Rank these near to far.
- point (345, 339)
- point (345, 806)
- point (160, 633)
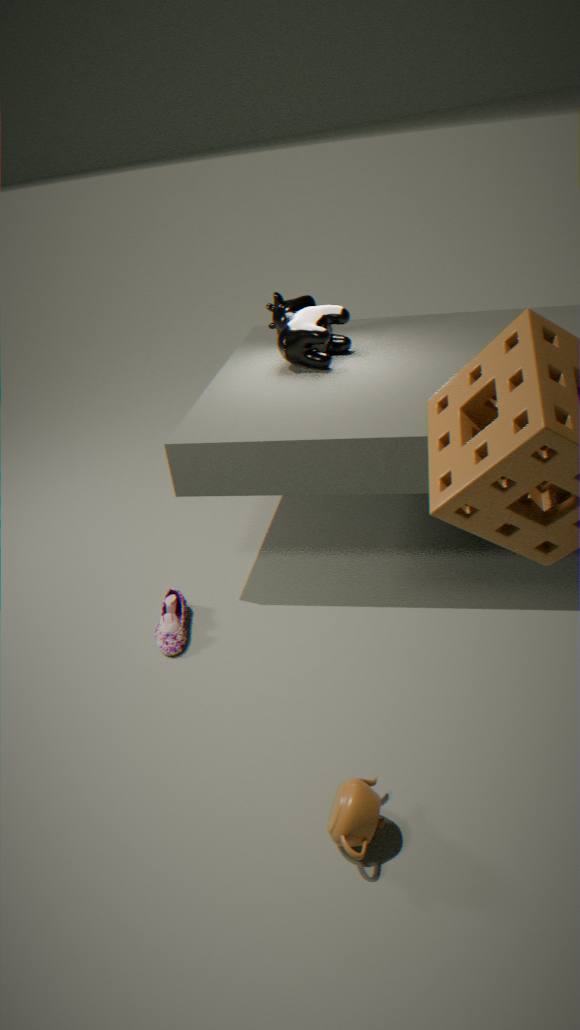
point (345, 806), point (160, 633), point (345, 339)
